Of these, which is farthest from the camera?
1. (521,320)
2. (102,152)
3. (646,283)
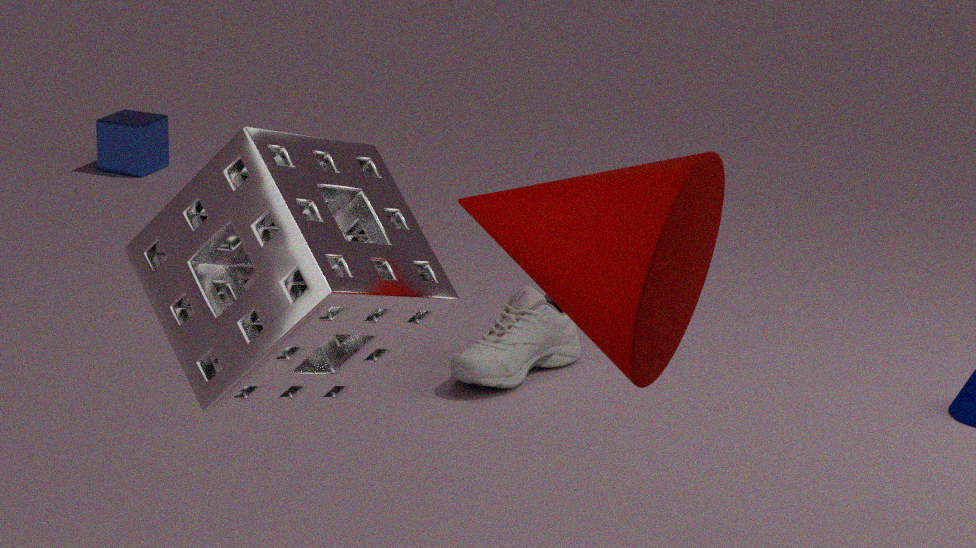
(102,152)
